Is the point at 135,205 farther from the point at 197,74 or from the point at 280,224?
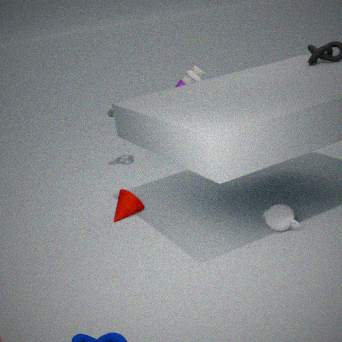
the point at 197,74
